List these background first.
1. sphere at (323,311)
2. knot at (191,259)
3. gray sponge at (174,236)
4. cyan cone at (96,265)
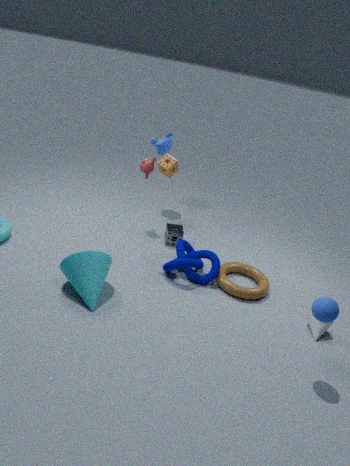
gray sponge at (174,236) < knot at (191,259) < cyan cone at (96,265) < sphere at (323,311)
